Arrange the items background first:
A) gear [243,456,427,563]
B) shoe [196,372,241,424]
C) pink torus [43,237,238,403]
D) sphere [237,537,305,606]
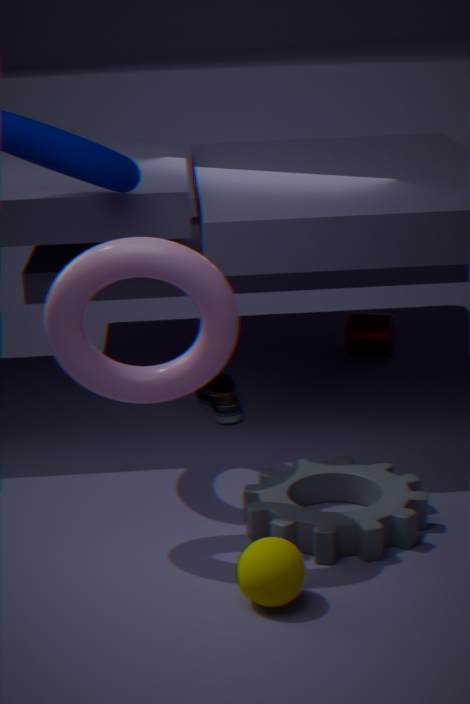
shoe [196,372,241,424], gear [243,456,427,563], pink torus [43,237,238,403], sphere [237,537,305,606]
